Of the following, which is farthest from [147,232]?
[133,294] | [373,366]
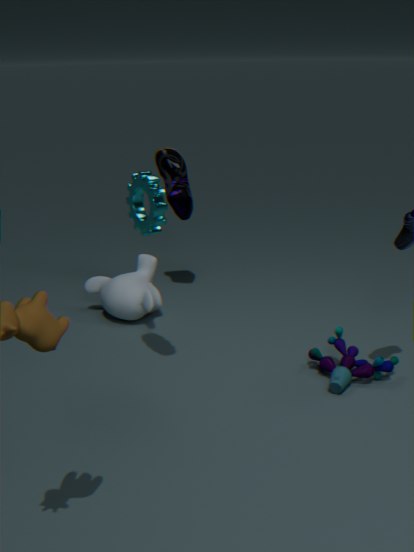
[373,366]
